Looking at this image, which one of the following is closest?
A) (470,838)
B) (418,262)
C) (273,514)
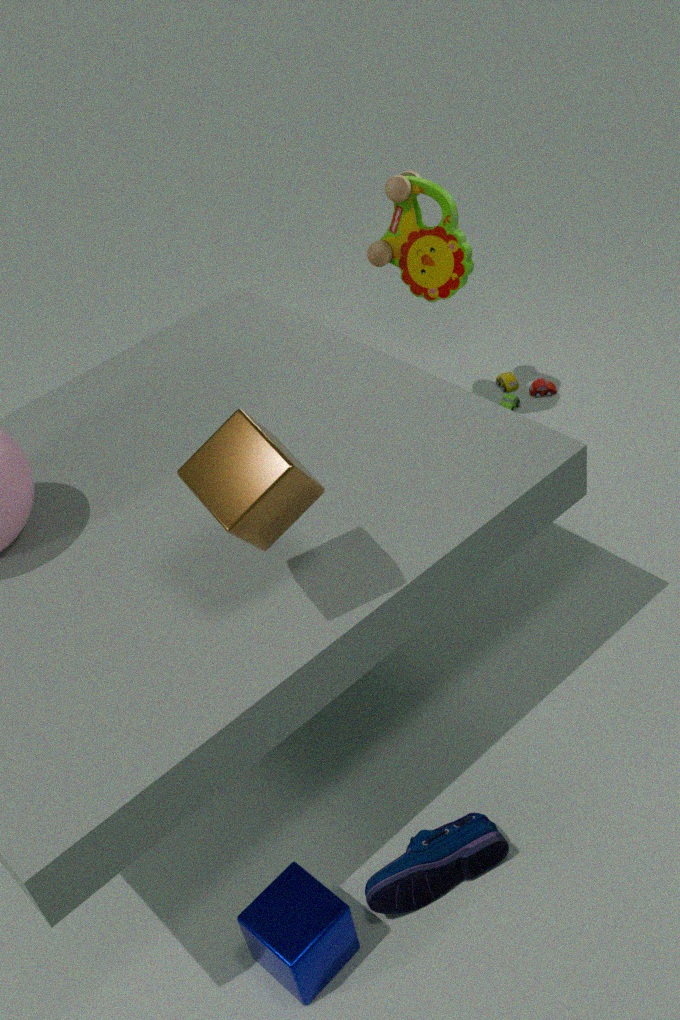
(273,514)
